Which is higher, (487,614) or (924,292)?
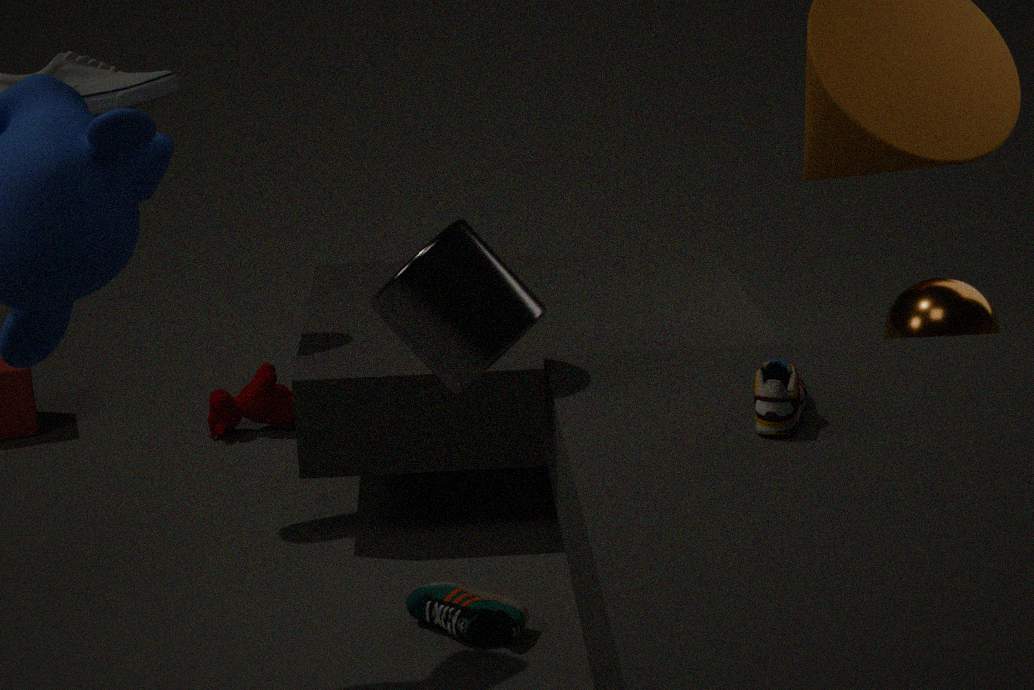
(924,292)
